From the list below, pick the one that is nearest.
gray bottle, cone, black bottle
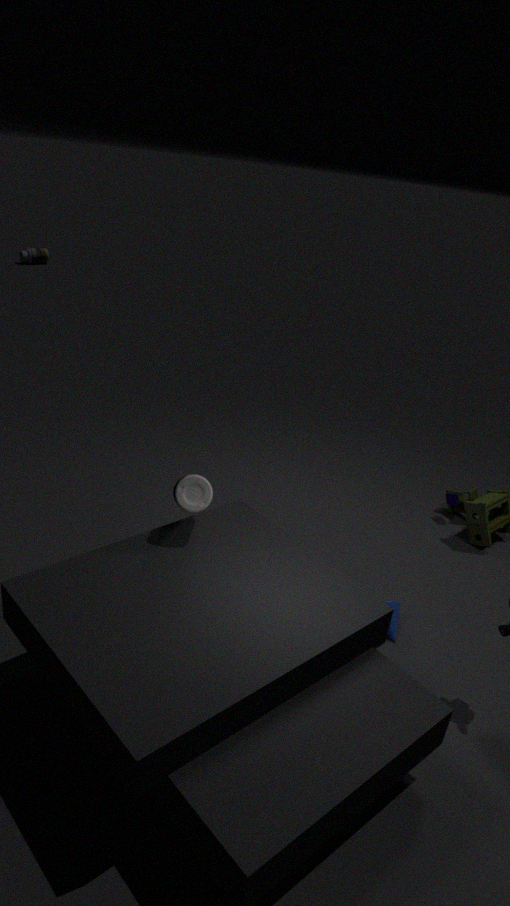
gray bottle
